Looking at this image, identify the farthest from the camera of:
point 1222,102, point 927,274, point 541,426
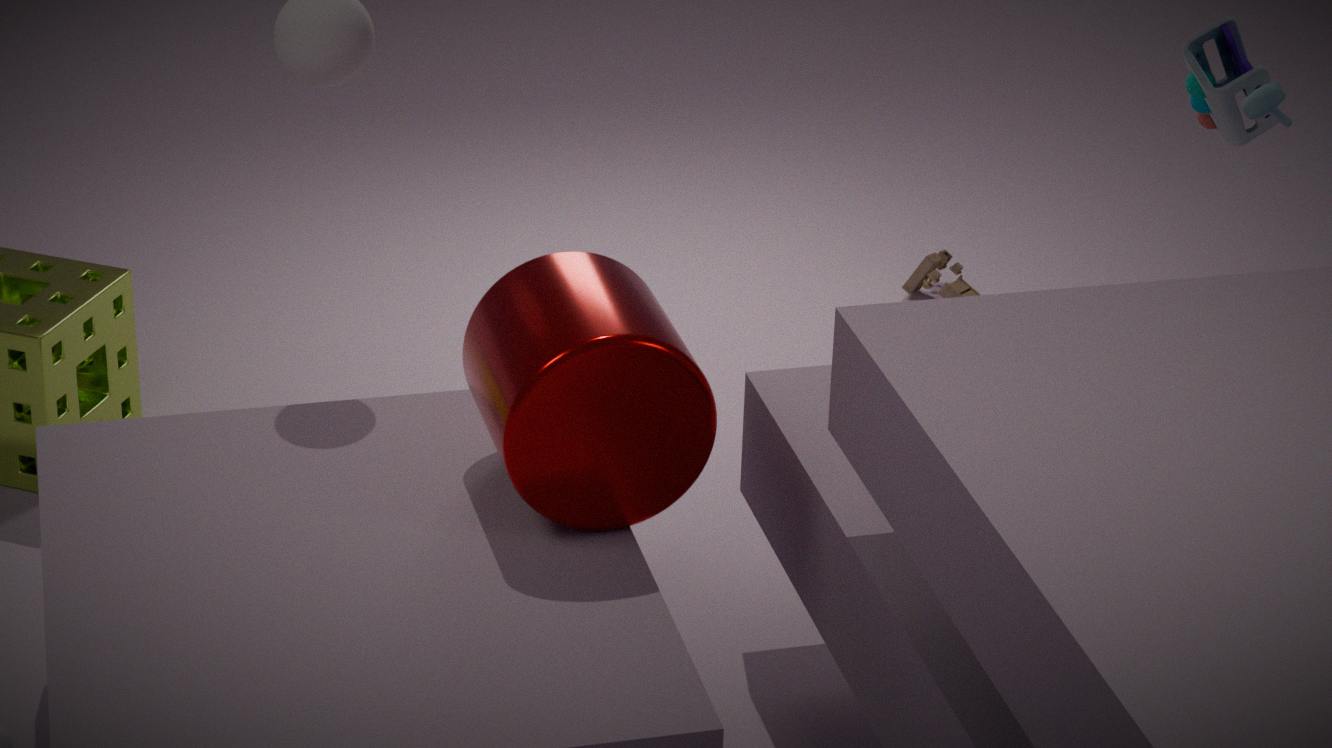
point 927,274
